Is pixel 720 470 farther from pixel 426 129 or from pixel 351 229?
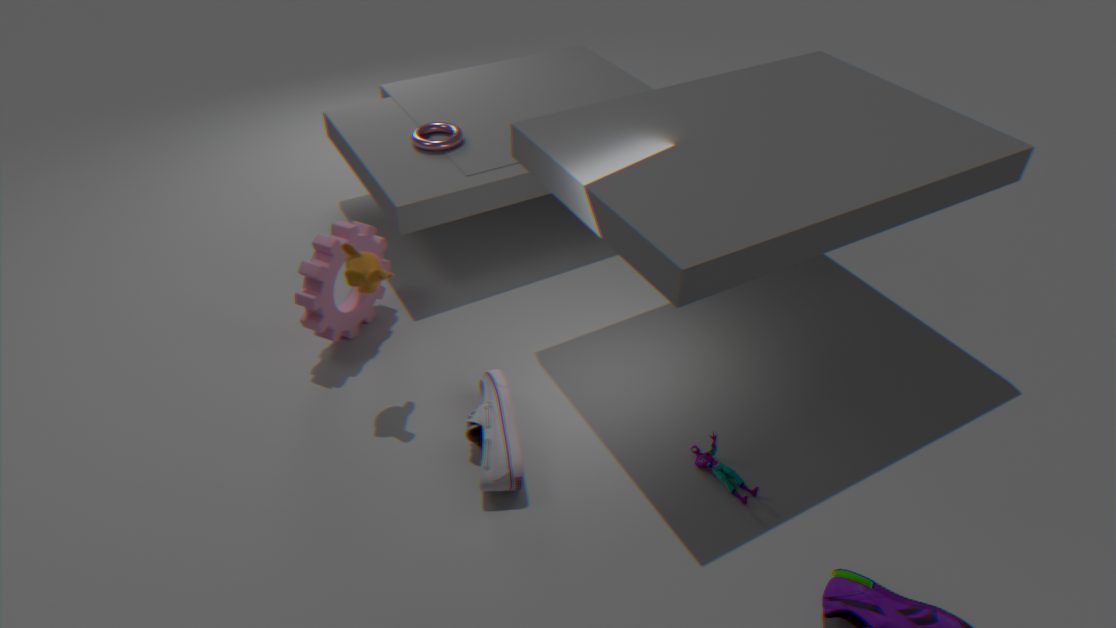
pixel 426 129
